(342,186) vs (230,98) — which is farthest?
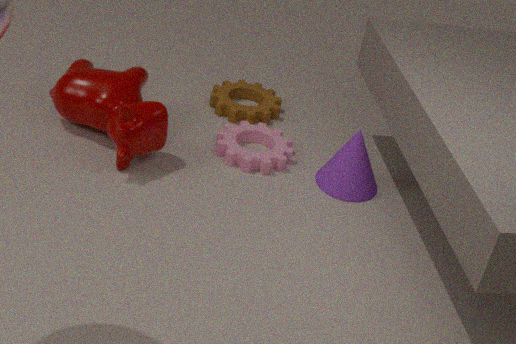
(230,98)
